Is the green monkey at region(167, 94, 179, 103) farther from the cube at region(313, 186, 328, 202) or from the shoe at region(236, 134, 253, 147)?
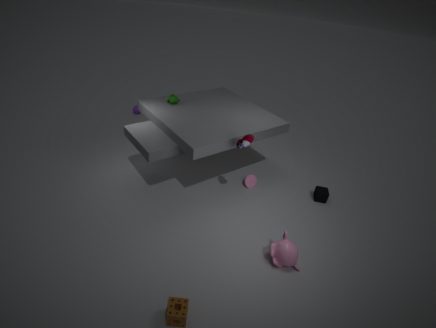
the cube at region(313, 186, 328, 202)
